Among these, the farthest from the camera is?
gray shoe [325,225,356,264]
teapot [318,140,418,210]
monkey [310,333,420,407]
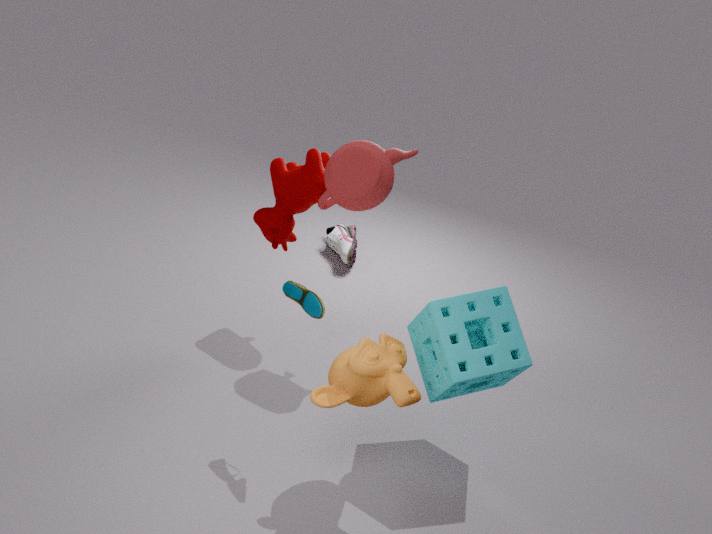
gray shoe [325,225,356,264]
